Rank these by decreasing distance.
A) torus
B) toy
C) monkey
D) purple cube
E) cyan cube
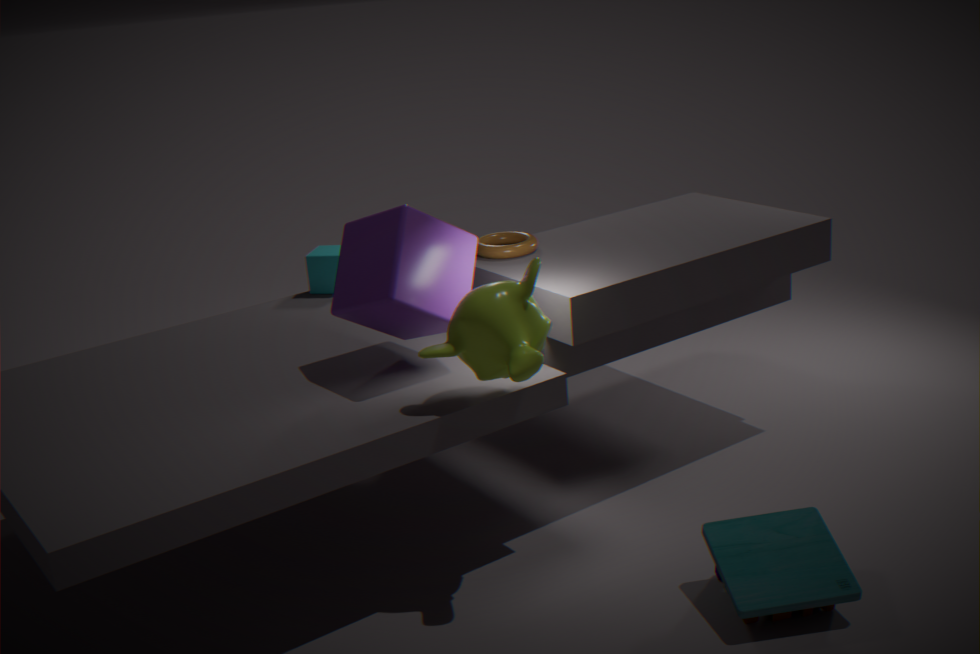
cyan cube → torus → purple cube → monkey → toy
